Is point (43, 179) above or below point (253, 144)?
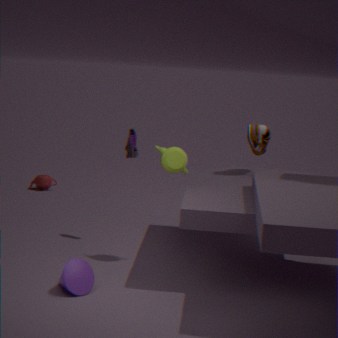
below
